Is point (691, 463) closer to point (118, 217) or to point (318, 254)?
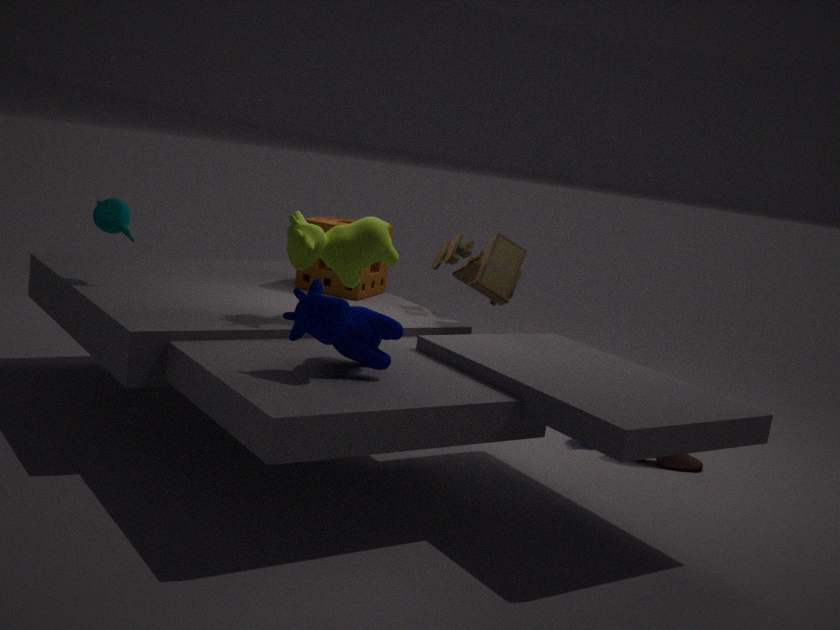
point (318, 254)
